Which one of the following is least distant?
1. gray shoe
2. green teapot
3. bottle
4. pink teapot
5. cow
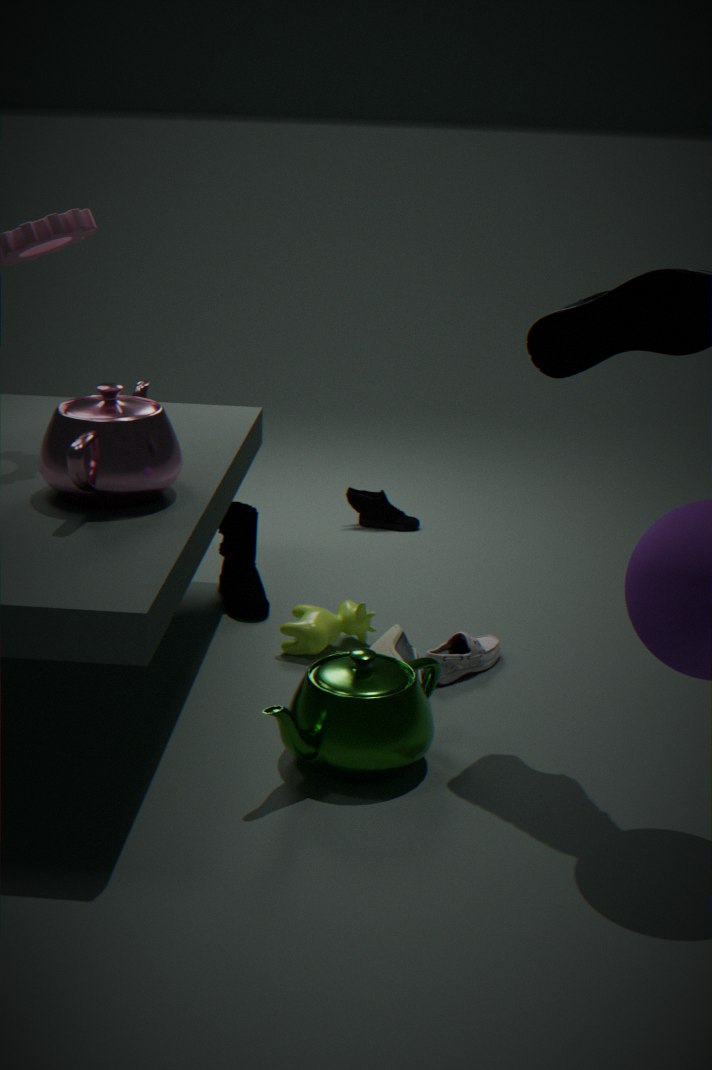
green teapot
